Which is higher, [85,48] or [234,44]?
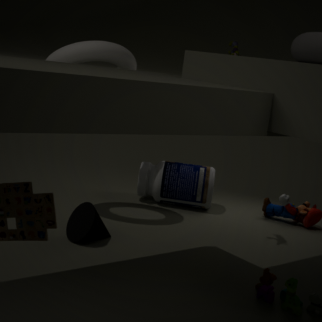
[234,44]
